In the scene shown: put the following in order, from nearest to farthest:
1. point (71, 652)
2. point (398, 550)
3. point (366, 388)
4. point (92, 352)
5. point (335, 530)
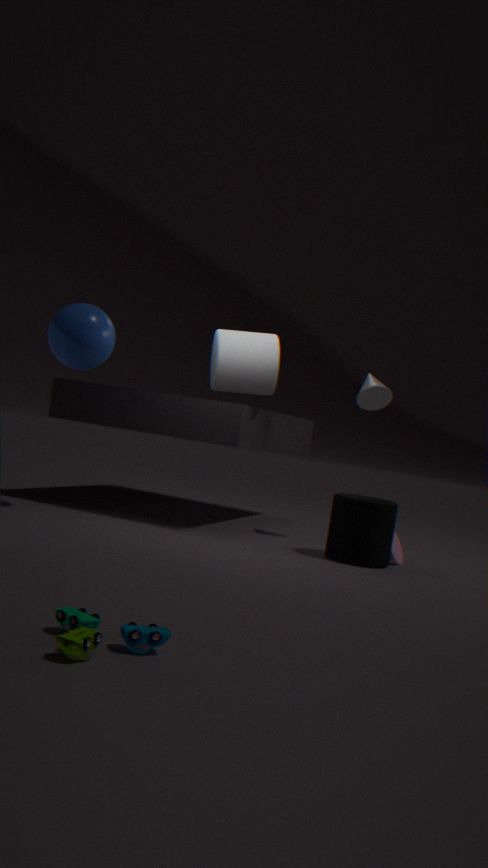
point (71, 652)
point (92, 352)
point (335, 530)
point (398, 550)
point (366, 388)
